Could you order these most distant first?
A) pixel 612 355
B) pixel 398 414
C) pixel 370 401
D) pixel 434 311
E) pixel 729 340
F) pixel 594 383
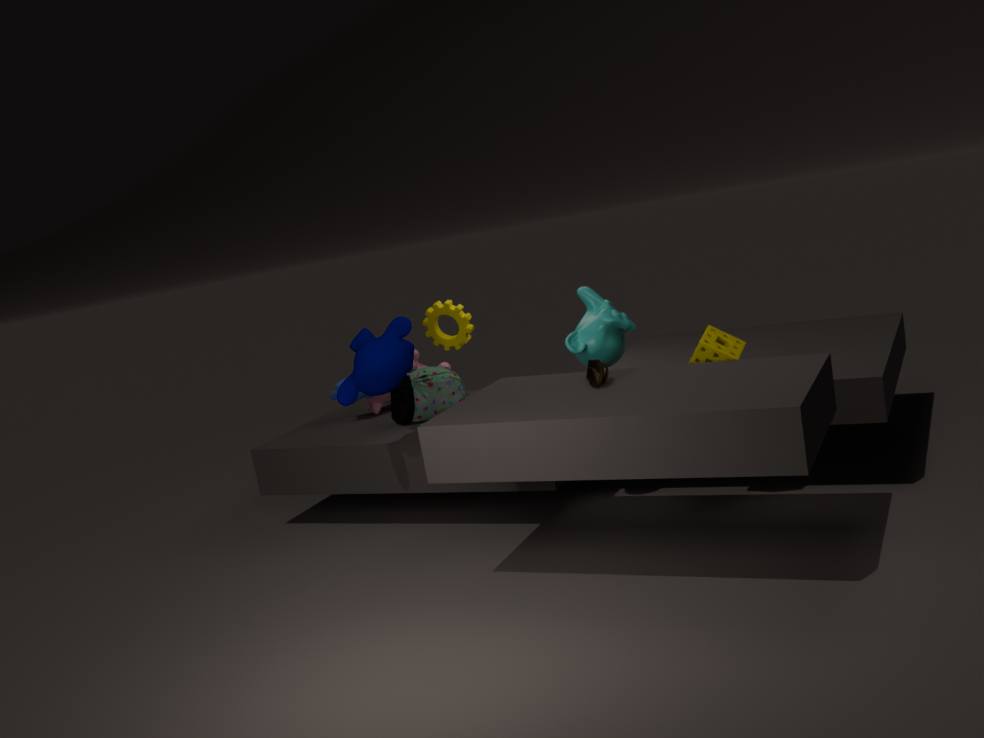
pixel 370 401 < pixel 434 311 < pixel 398 414 < pixel 612 355 < pixel 729 340 < pixel 594 383
